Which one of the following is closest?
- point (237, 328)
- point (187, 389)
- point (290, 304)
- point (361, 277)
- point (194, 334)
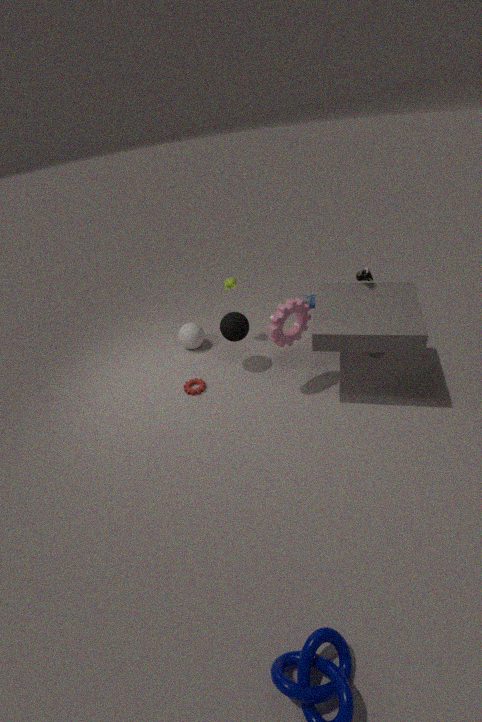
point (290, 304)
